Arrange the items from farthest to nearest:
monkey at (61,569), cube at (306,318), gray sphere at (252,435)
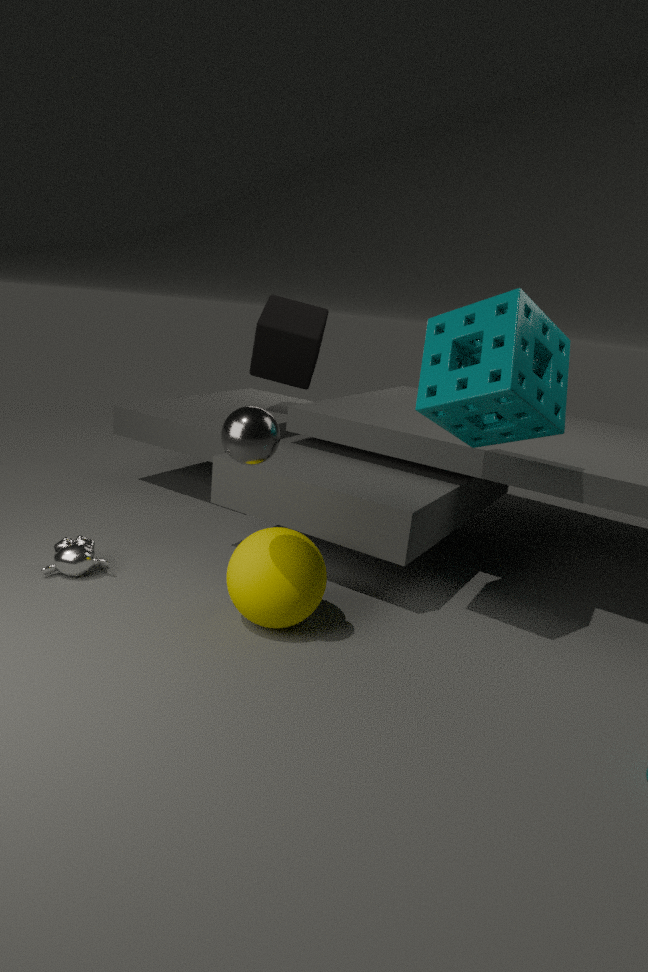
cube at (306,318), monkey at (61,569), gray sphere at (252,435)
